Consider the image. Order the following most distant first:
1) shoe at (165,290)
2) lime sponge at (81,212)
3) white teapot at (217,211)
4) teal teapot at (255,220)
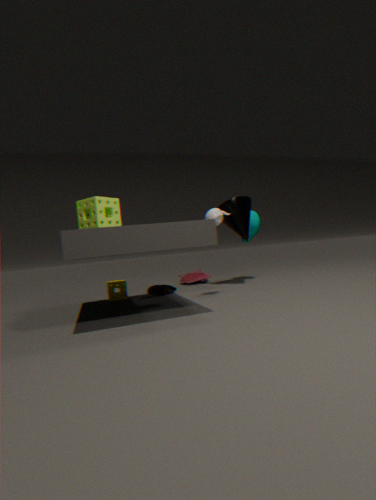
4. teal teapot at (255,220), 1. shoe at (165,290), 3. white teapot at (217,211), 2. lime sponge at (81,212)
